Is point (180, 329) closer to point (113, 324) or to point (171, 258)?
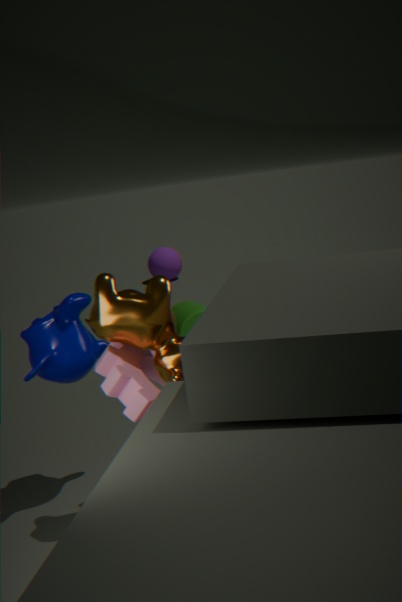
point (113, 324)
